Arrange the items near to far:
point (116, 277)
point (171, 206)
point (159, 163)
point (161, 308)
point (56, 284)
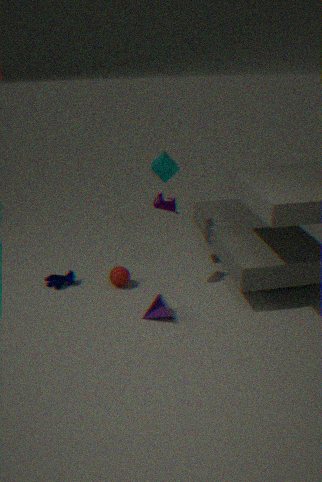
point (161, 308) → point (171, 206) → point (116, 277) → point (159, 163) → point (56, 284)
